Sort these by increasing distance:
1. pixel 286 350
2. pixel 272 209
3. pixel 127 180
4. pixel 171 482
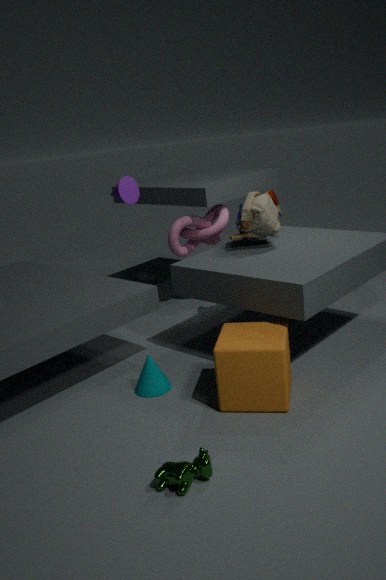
pixel 171 482 → pixel 286 350 → pixel 272 209 → pixel 127 180
